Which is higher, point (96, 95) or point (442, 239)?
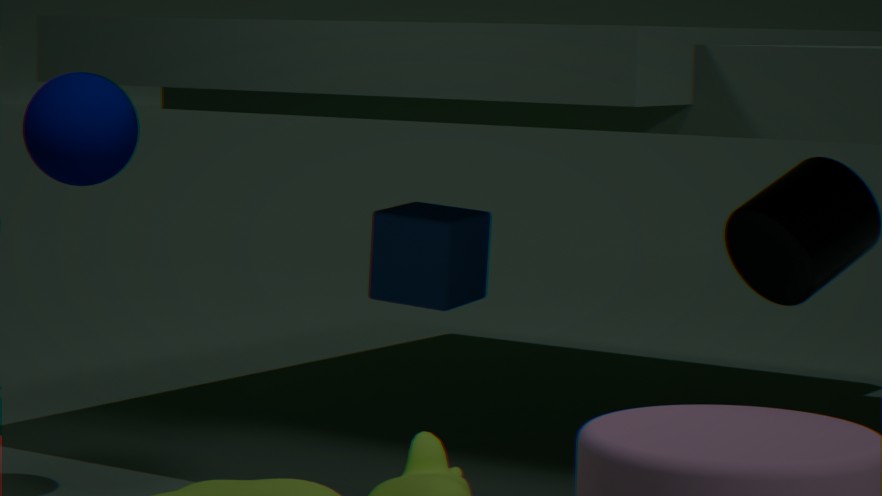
point (96, 95)
